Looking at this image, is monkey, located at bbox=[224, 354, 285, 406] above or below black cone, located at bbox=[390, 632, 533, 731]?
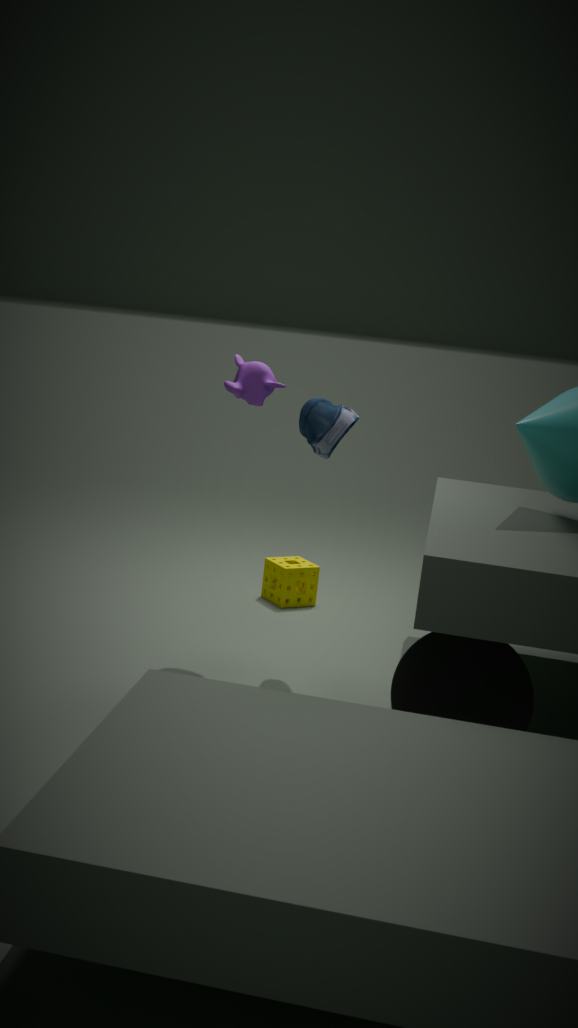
above
